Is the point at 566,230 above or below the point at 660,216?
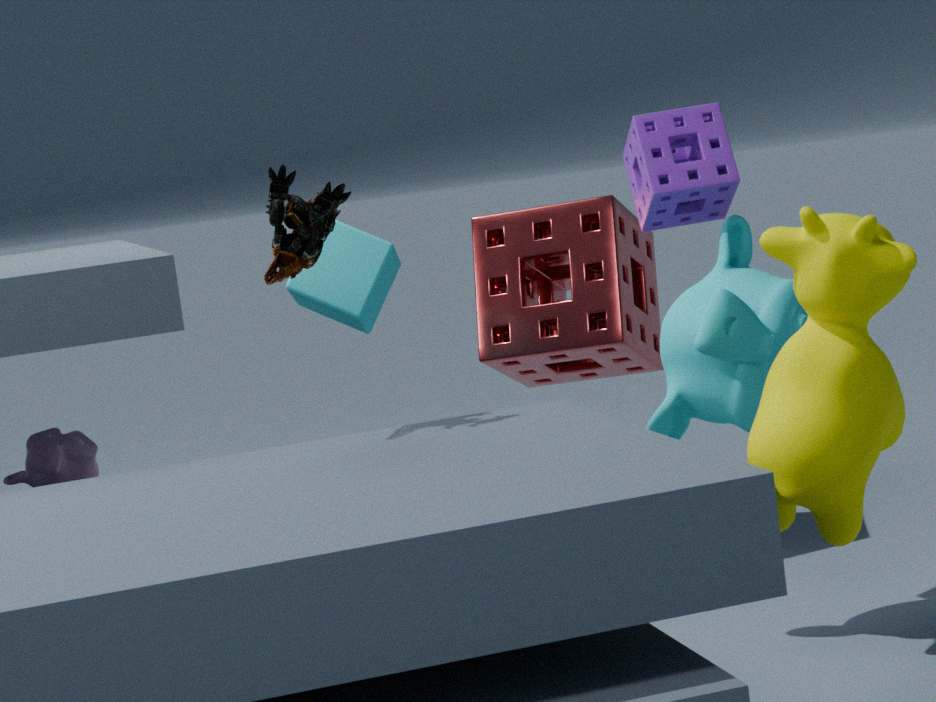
below
